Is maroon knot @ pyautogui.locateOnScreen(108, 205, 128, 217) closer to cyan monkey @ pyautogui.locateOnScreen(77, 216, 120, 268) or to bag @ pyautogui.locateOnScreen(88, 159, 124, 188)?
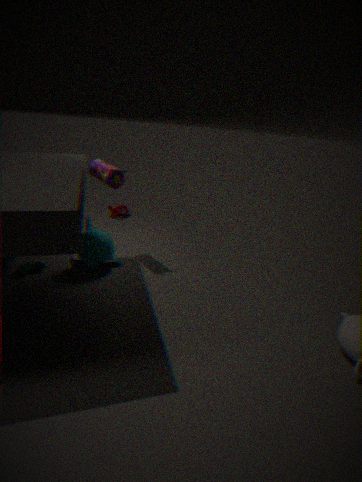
cyan monkey @ pyautogui.locateOnScreen(77, 216, 120, 268)
